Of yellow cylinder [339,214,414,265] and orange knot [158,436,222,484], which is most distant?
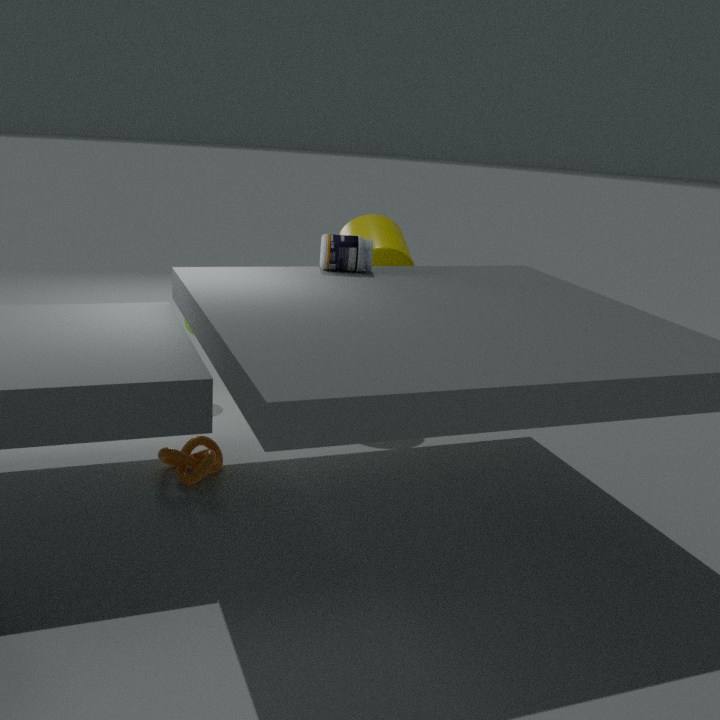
yellow cylinder [339,214,414,265]
